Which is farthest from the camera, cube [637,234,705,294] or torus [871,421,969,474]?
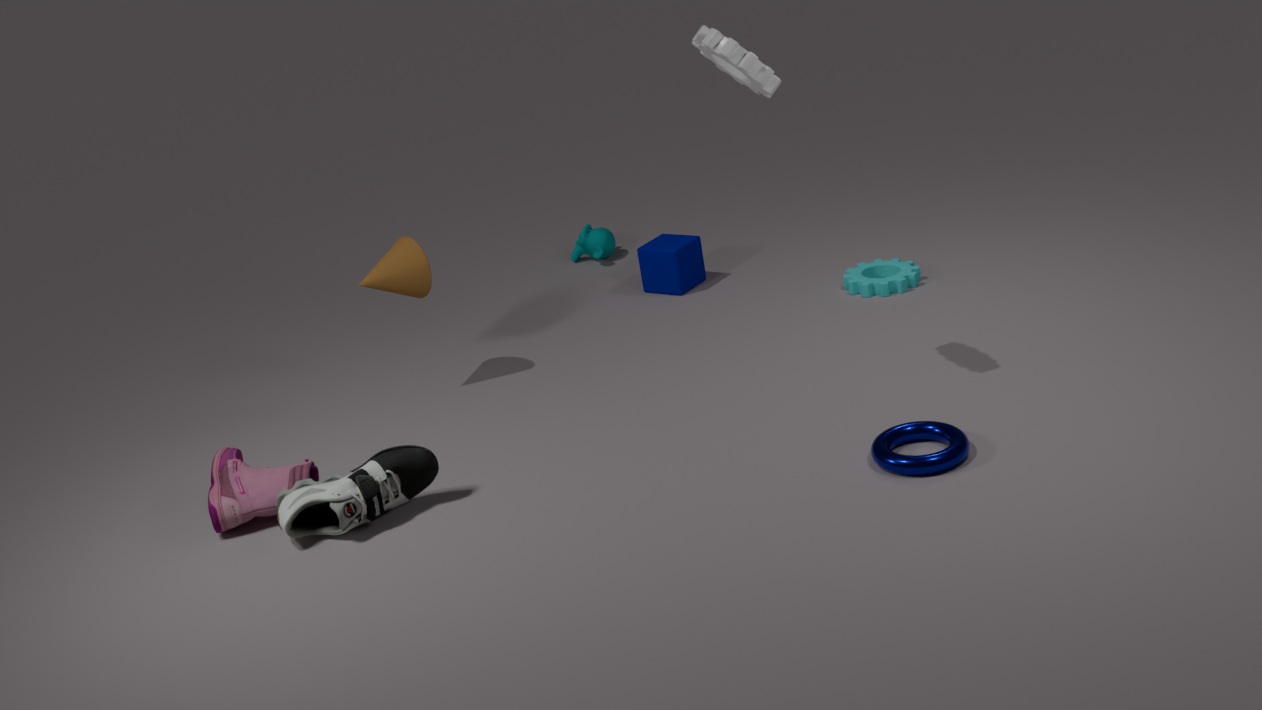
cube [637,234,705,294]
